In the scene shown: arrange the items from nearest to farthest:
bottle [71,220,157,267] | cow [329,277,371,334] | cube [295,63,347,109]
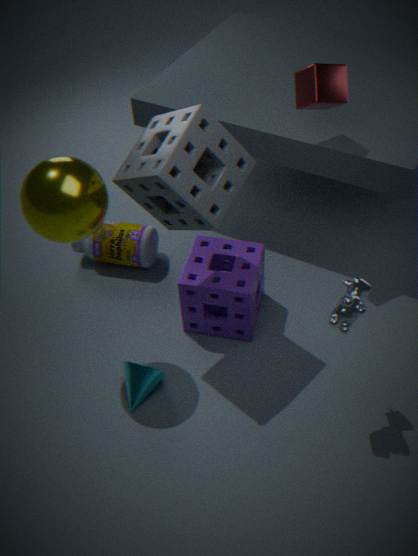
cow [329,277,371,334], cube [295,63,347,109], bottle [71,220,157,267]
